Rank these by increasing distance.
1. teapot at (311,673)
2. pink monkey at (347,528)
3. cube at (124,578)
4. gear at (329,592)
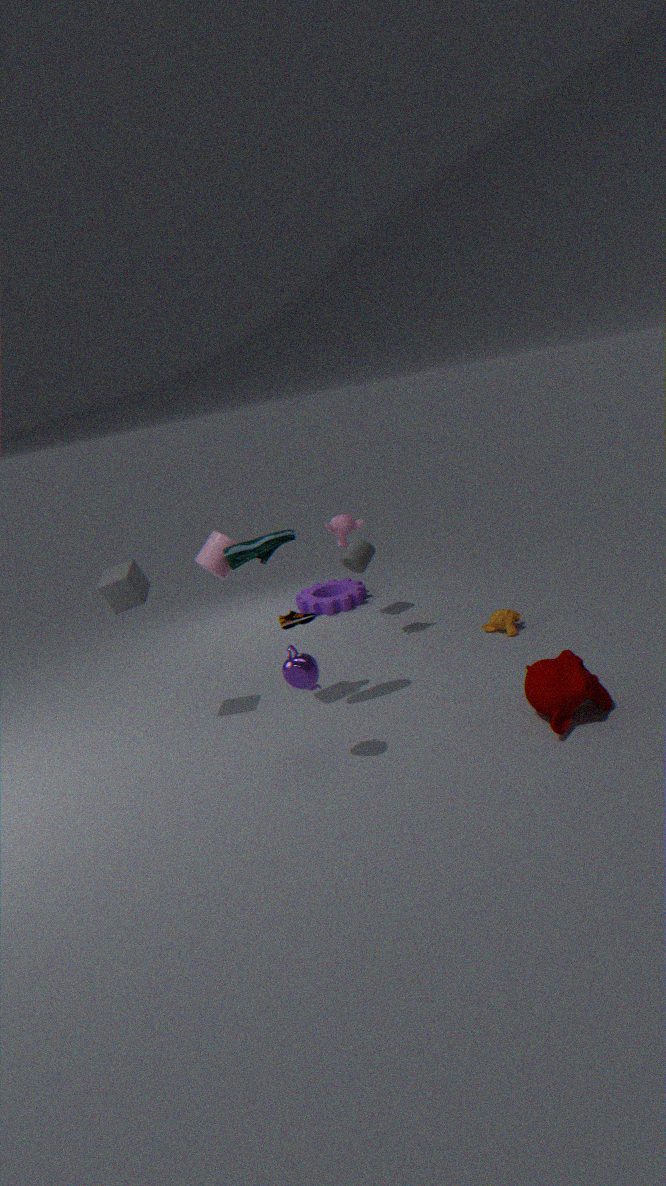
teapot at (311,673), cube at (124,578), pink monkey at (347,528), gear at (329,592)
